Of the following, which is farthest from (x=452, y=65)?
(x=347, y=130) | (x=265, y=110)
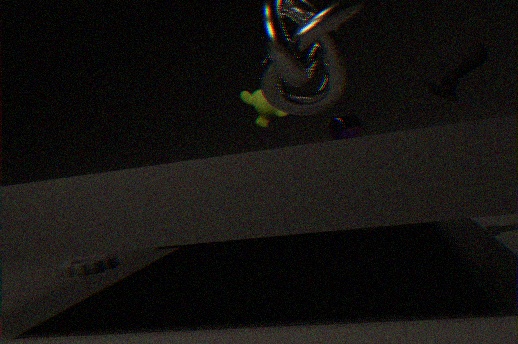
(x=347, y=130)
